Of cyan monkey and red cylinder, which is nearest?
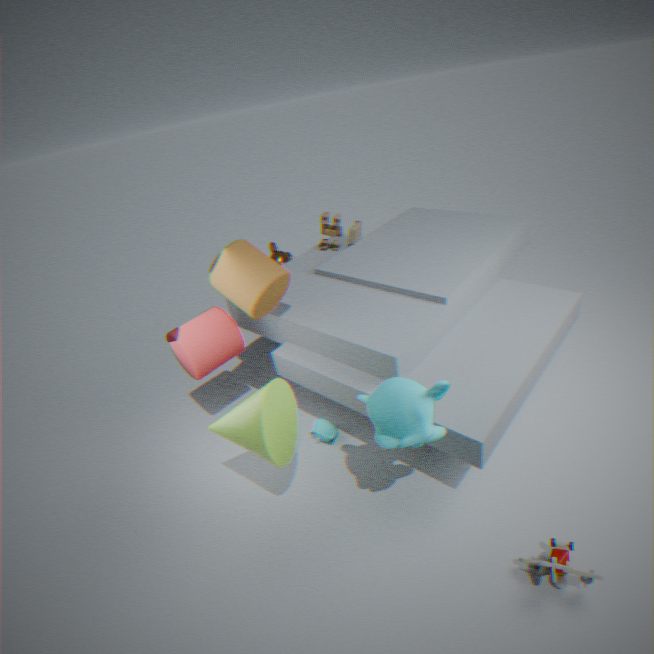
cyan monkey
